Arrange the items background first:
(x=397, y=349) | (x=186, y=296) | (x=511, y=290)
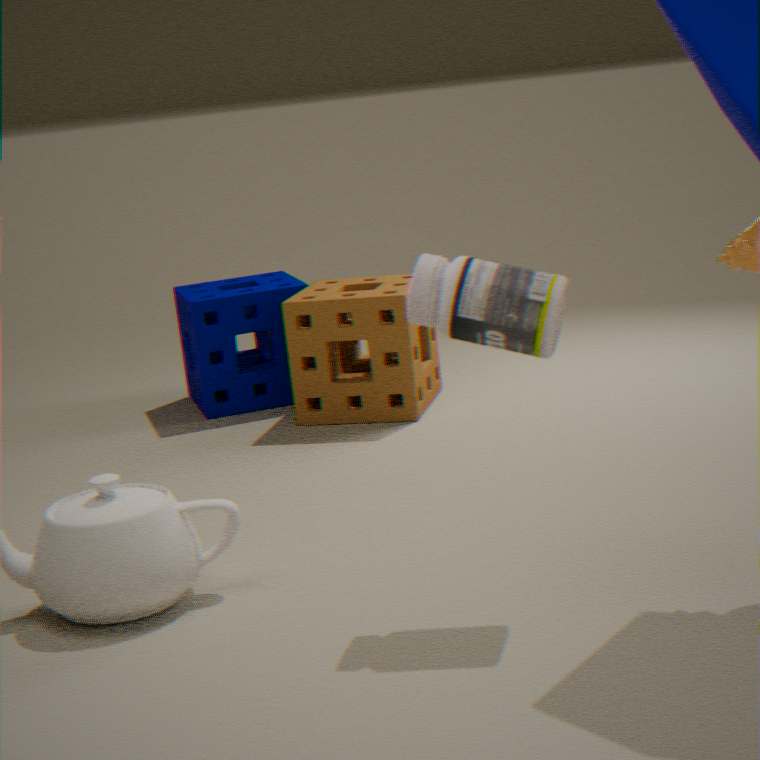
(x=186, y=296) → (x=397, y=349) → (x=511, y=290)
